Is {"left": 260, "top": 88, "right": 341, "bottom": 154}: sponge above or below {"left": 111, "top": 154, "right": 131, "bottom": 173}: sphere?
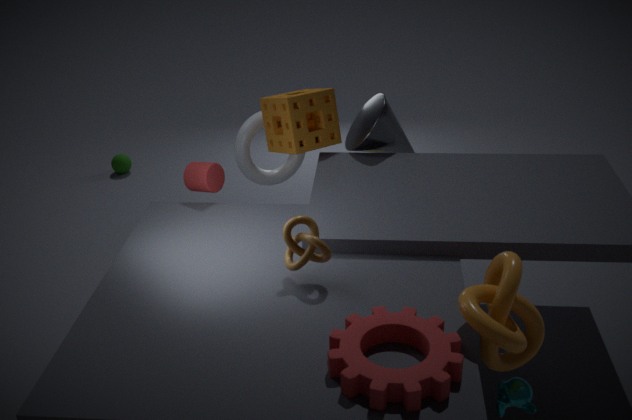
above
